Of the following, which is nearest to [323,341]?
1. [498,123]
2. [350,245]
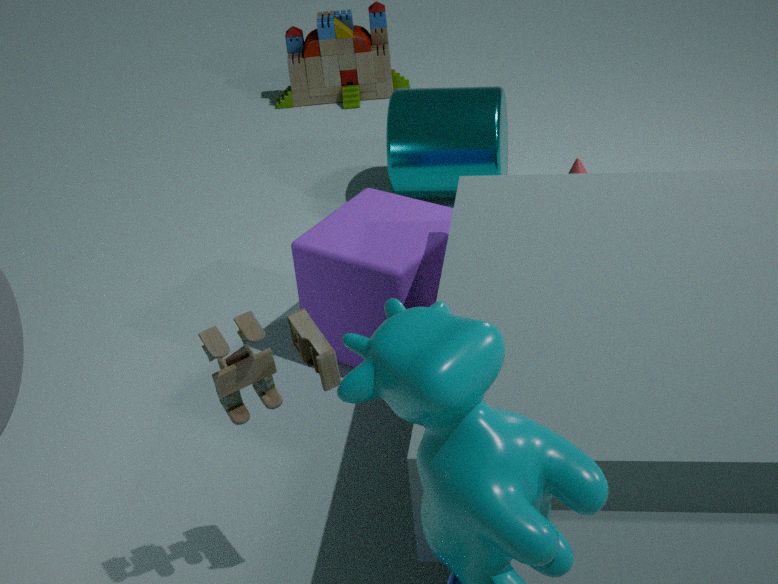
[350,245]
